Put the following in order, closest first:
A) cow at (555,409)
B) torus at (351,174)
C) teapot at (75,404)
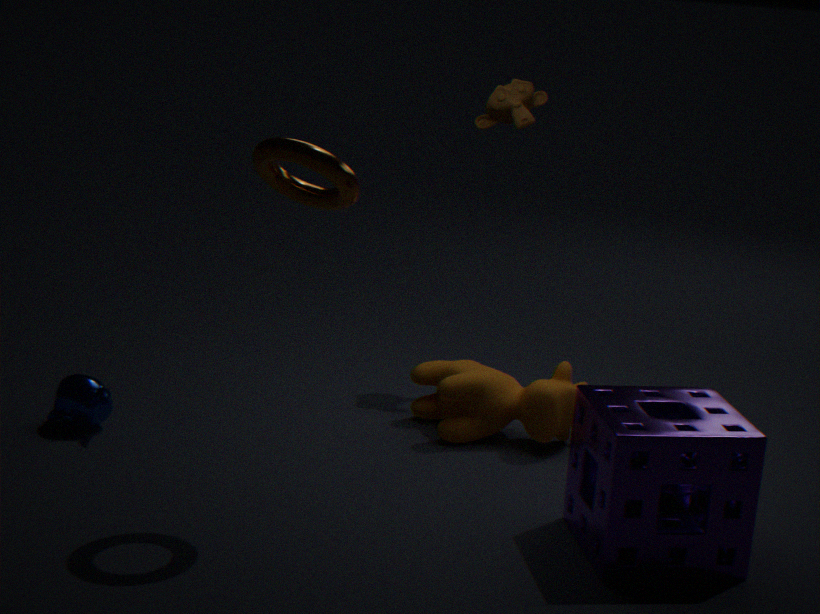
torus at (351,174) < teapot at (75,404) < cow at (555,409)
